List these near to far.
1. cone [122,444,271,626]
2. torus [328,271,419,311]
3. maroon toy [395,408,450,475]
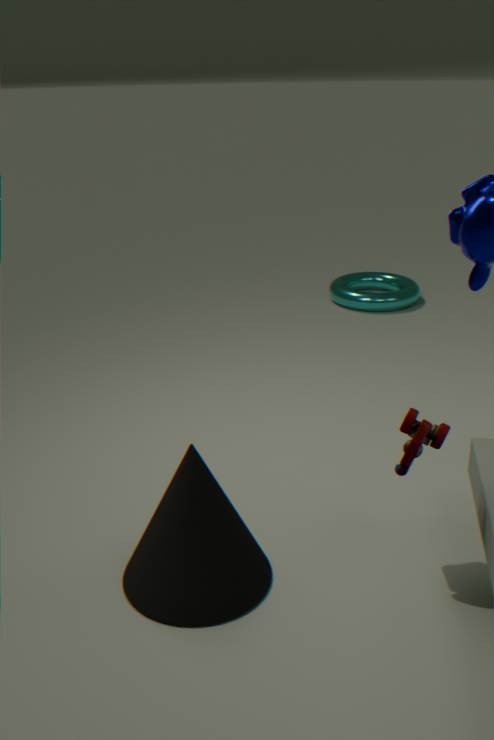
maroon toy [395,408,450,475]
cone [122,444,271,626]
torus [328,271,419,311]
